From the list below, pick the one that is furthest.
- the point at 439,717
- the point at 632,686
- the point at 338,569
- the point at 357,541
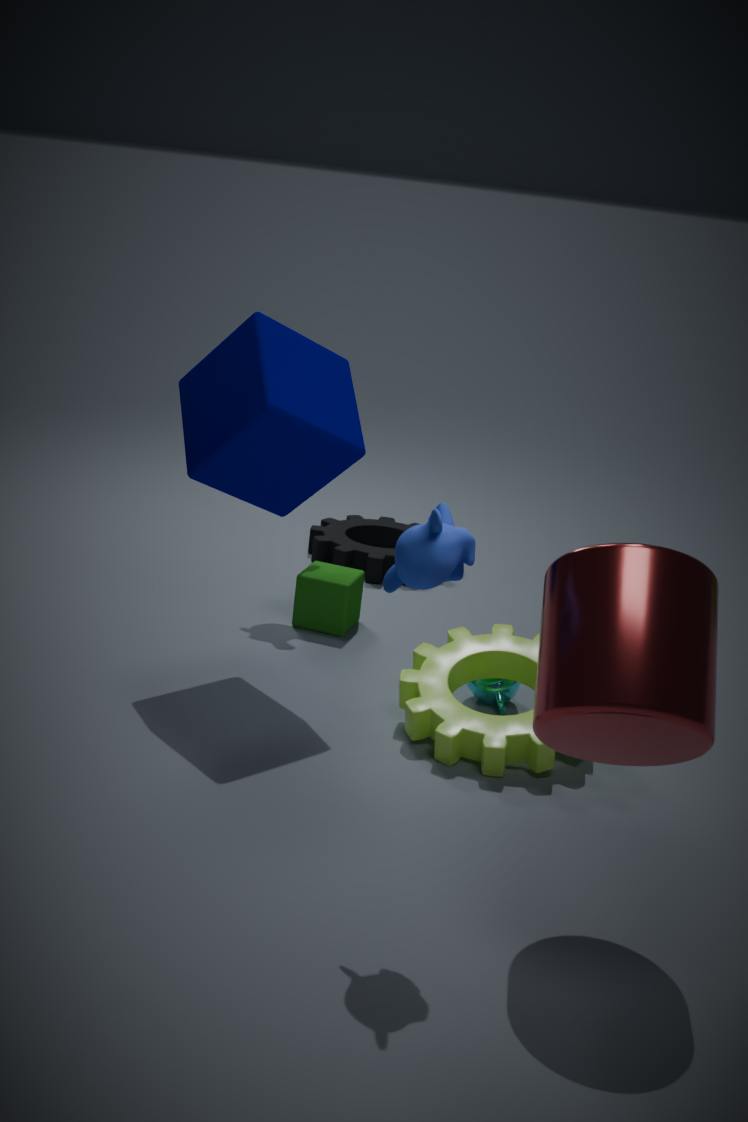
the point at 357,541
